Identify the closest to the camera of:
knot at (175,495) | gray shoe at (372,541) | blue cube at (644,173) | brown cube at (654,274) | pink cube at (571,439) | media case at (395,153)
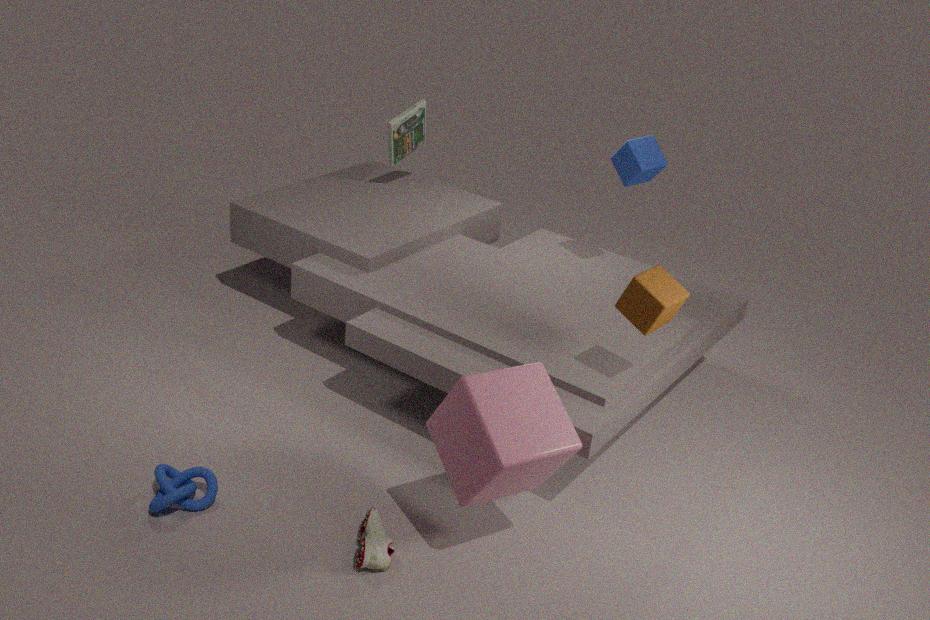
pink cube at (571,439)
